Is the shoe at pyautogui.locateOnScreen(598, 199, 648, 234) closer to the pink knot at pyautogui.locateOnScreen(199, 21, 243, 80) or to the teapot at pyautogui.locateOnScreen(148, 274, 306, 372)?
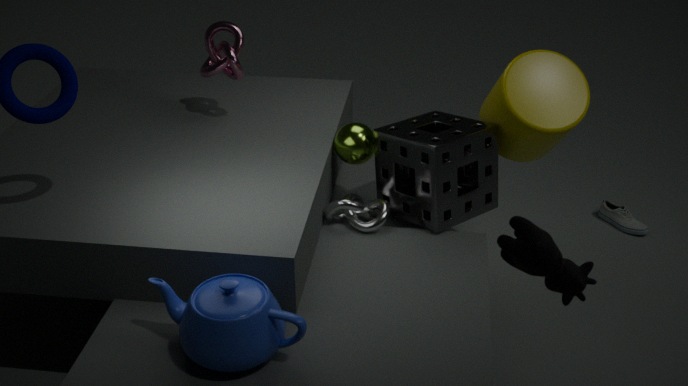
the pink knot at pyautogui.locateOnScreen(199, 21, 243, 80)
